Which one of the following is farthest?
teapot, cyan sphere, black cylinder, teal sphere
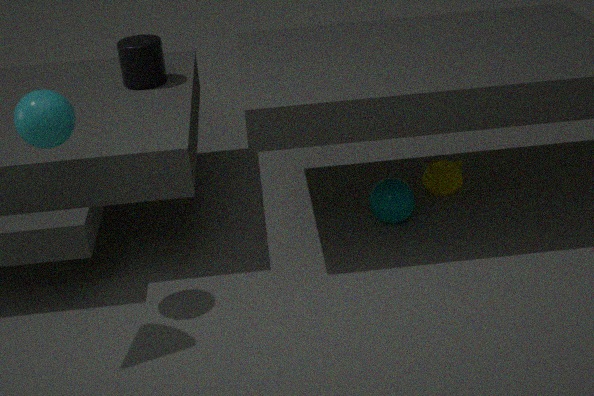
teapot
